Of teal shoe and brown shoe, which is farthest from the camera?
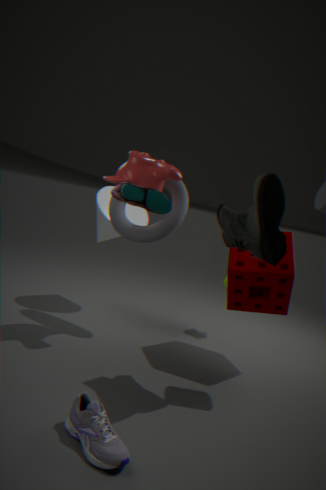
brown shoe
